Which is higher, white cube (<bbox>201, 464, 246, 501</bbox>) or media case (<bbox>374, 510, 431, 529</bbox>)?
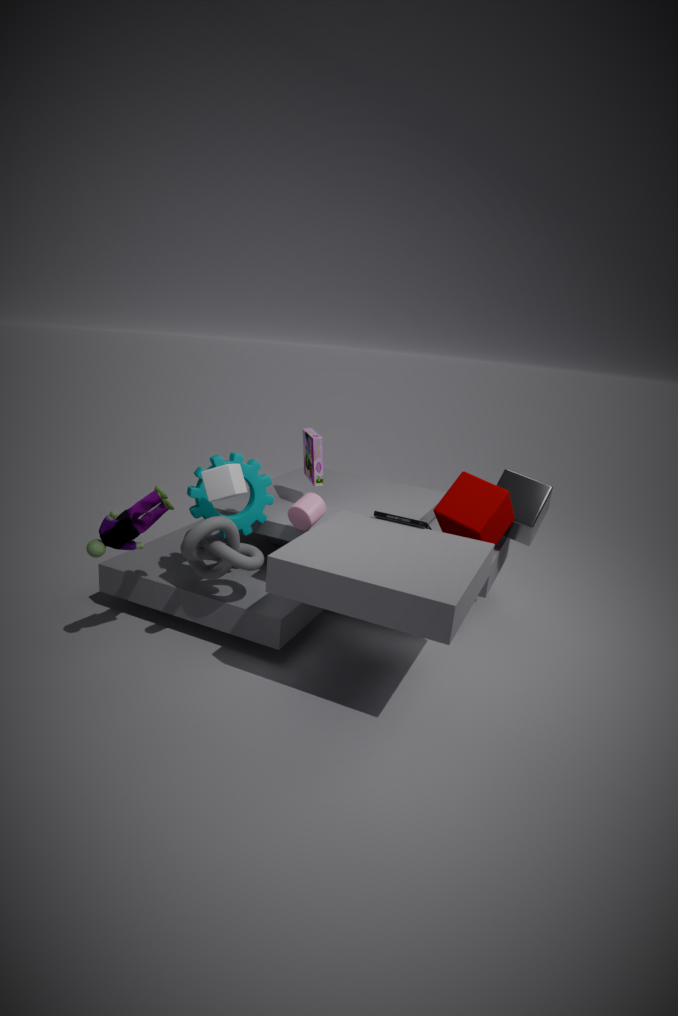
white cube (<bbox>201, 464, 246, 501</bbox>)
